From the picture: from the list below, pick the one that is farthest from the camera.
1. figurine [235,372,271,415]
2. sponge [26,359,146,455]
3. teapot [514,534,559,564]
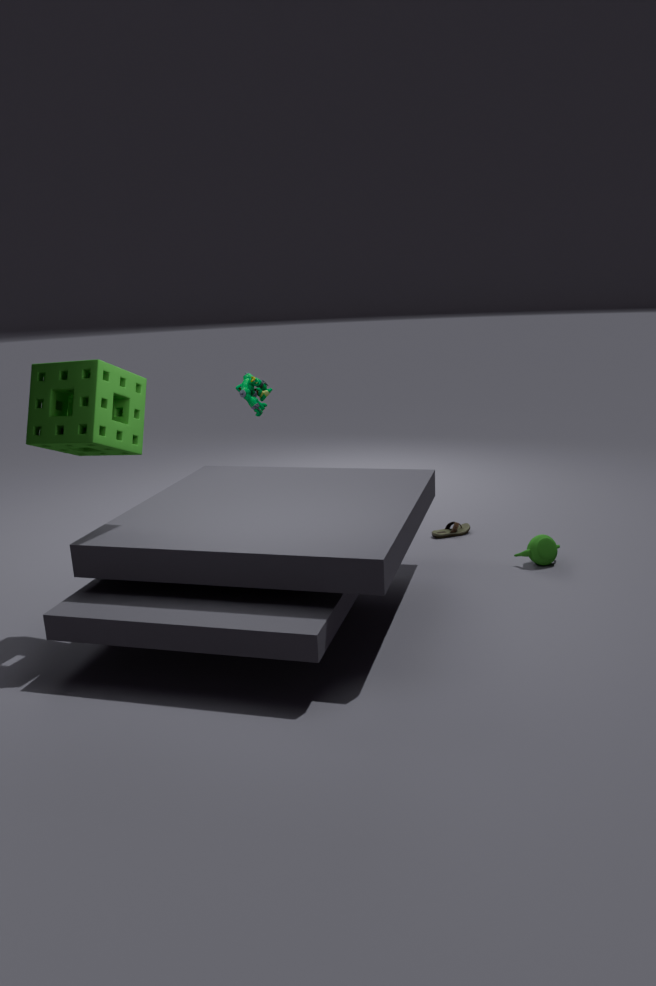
figurine [235,372,271,415]
